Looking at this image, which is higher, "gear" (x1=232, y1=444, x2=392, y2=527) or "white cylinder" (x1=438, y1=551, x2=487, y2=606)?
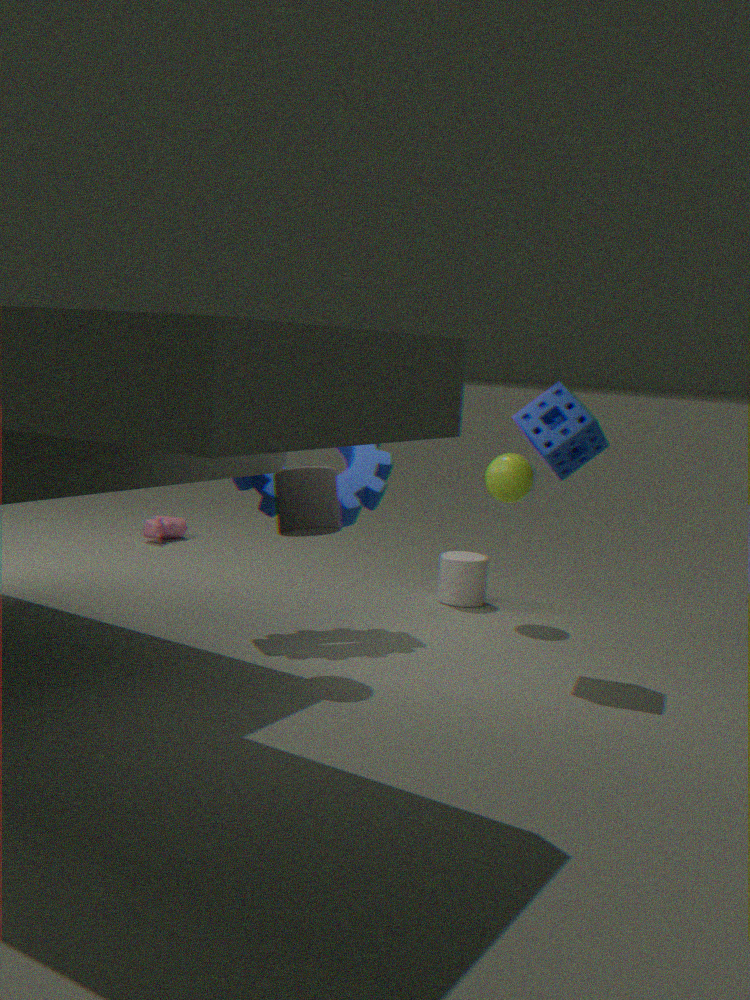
"gear" (x1=232, y1=444, x2=392, y2=527)
